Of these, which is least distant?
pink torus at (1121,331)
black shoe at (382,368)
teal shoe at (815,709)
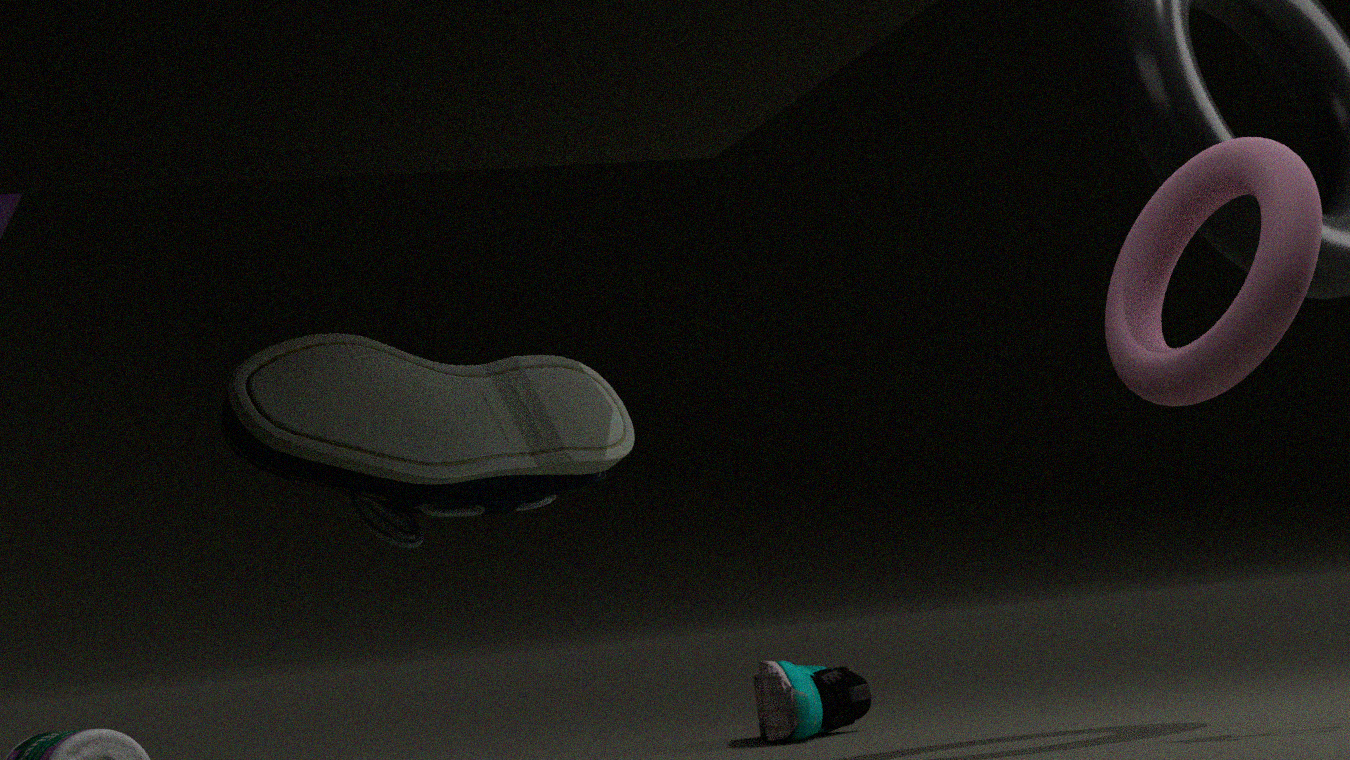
pink torus at (1121,331)
